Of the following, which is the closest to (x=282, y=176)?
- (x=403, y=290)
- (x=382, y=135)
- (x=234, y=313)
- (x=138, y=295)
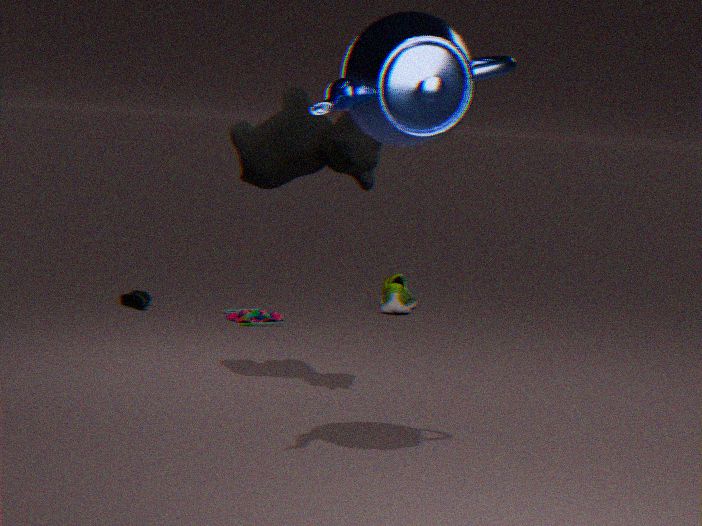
(x=382, y=135)
